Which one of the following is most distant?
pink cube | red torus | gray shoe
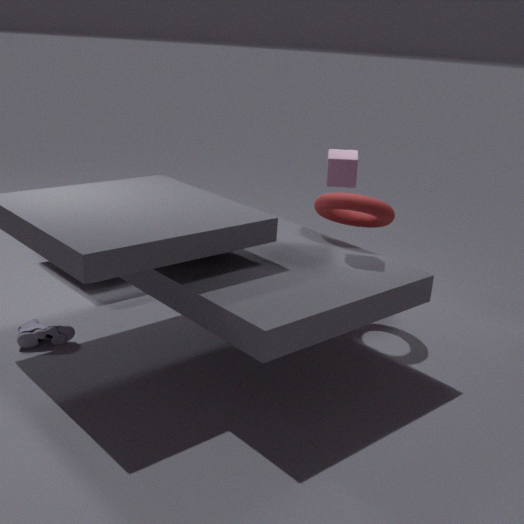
red torus
